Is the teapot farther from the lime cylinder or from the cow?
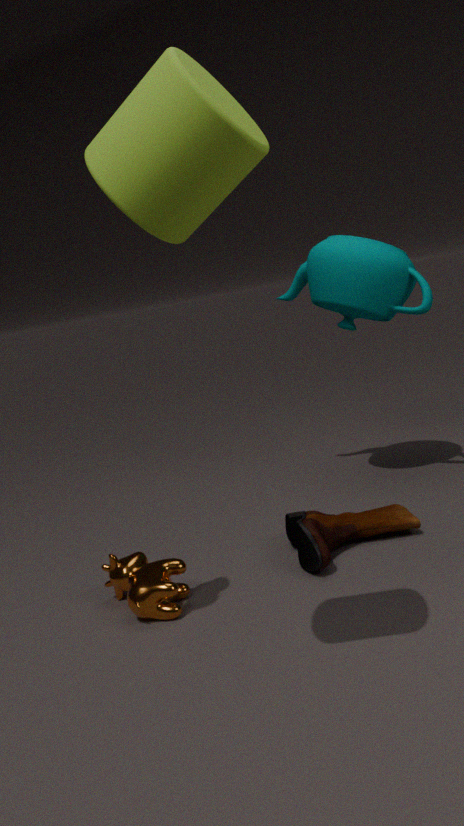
Answer: the lime cylinder
